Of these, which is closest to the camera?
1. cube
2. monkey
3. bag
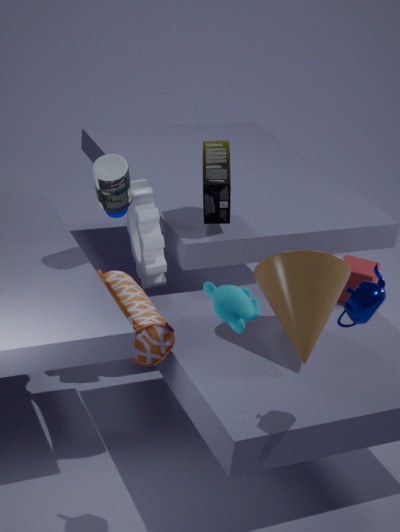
monkey
